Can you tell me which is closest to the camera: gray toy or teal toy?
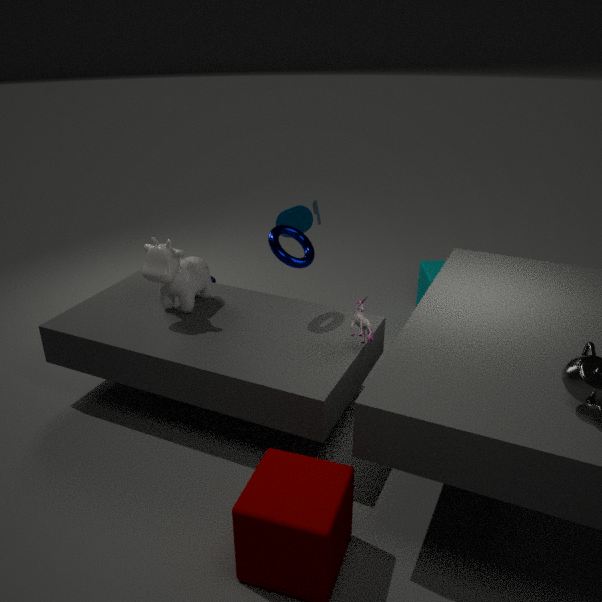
gray toy
